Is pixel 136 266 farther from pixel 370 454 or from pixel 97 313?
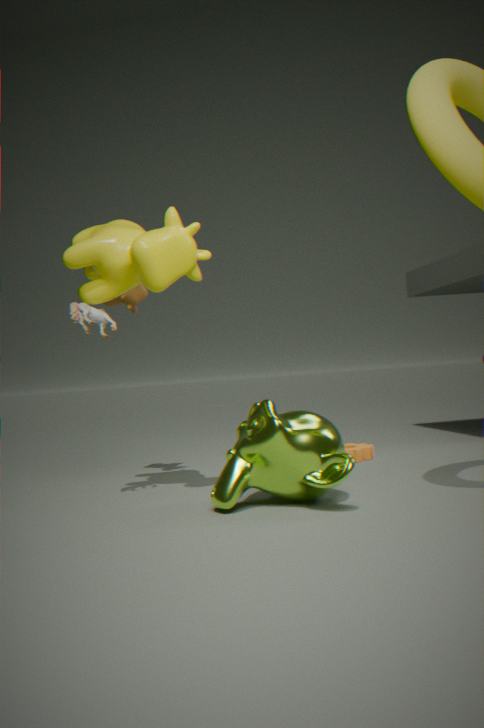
pixel 370 454
